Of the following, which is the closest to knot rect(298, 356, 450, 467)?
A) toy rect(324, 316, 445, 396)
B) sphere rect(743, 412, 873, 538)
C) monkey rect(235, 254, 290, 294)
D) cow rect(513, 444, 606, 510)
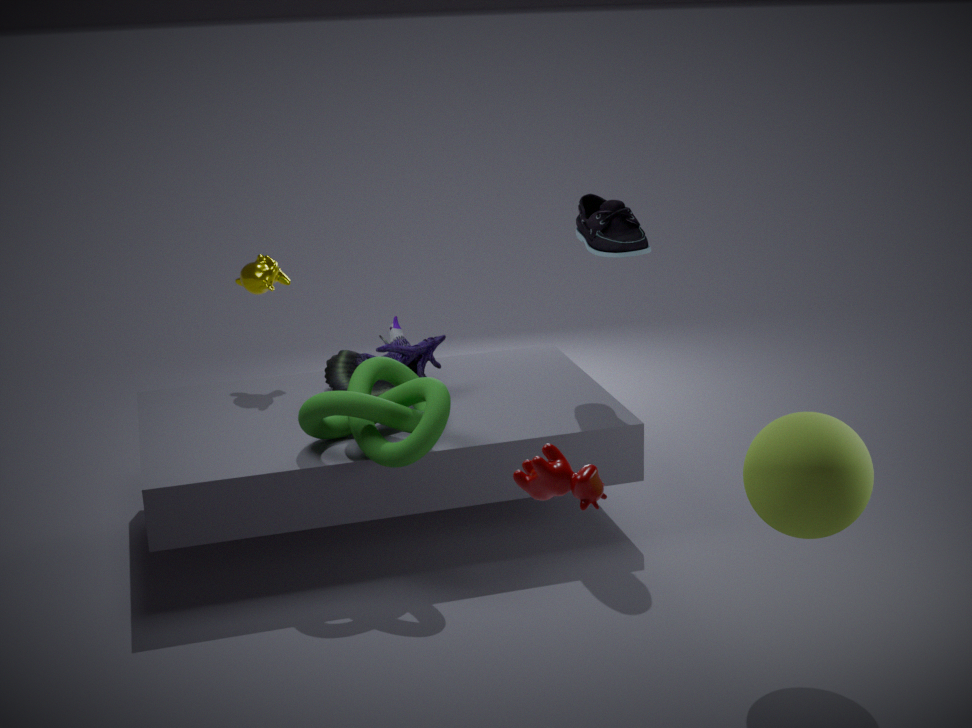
toy rect(324, 316, 445, 396)
